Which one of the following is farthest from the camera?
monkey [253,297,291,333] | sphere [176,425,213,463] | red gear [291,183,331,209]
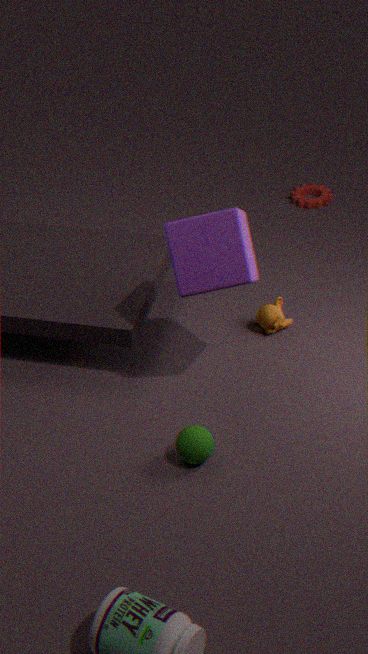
red gear [291,183,331,209]
